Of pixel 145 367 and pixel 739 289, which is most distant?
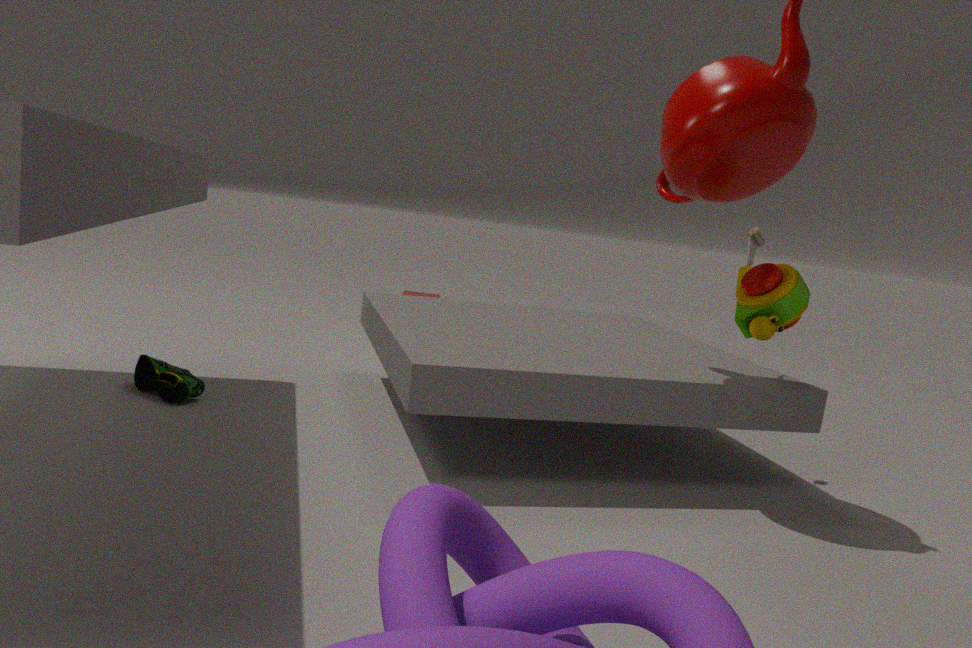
pixel 145 367
